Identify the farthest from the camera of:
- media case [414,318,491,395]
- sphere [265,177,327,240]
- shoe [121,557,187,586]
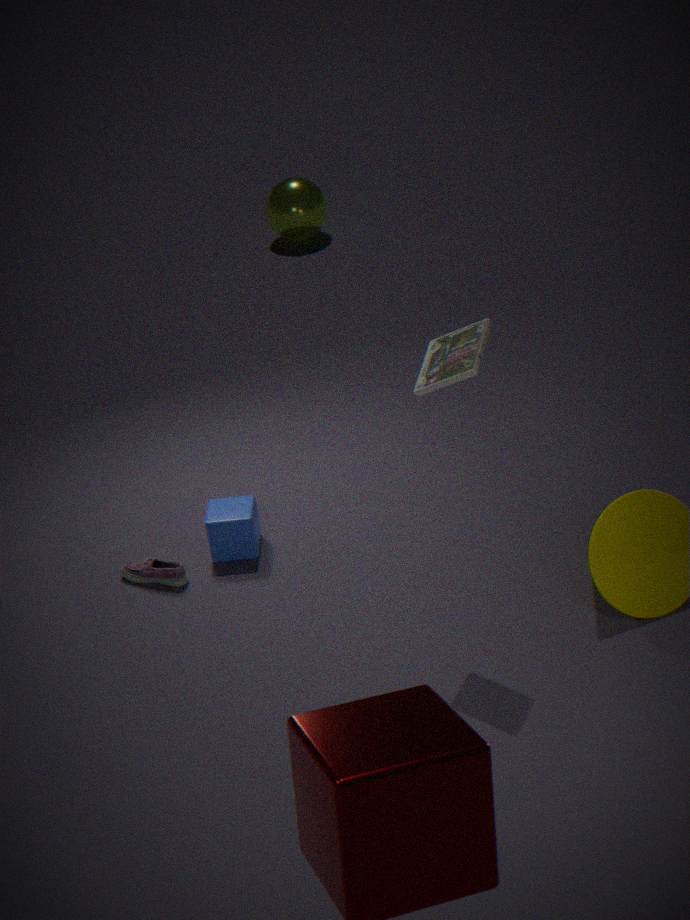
sphere [265,177,327,240]
